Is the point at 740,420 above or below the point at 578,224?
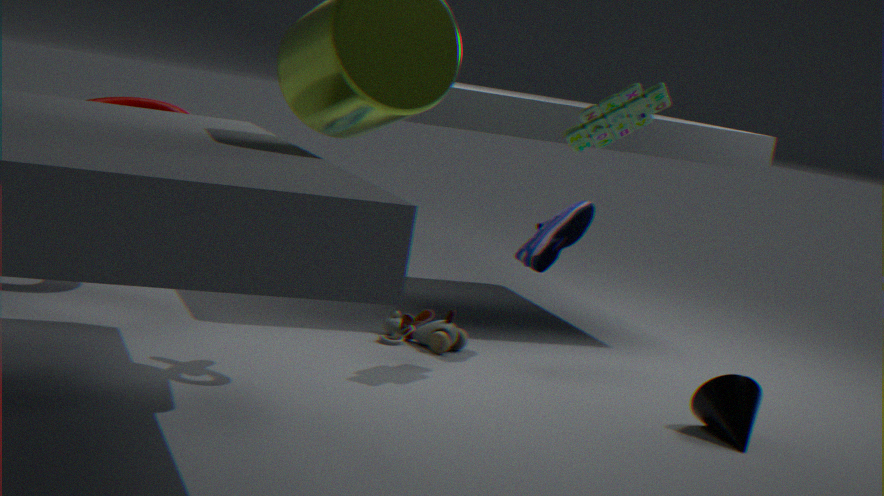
below
